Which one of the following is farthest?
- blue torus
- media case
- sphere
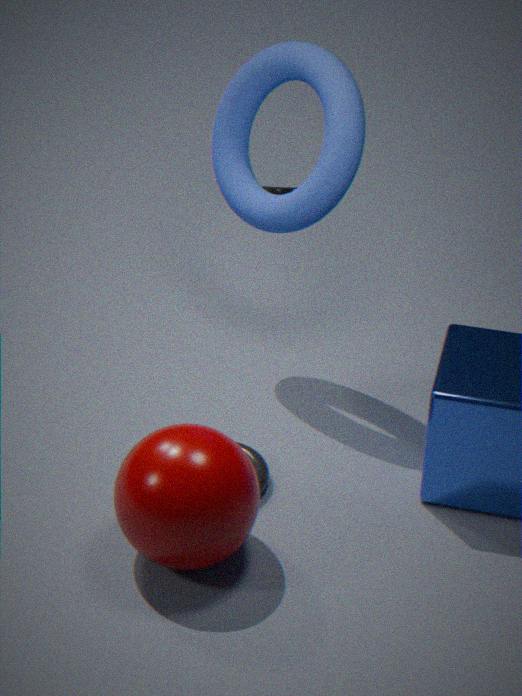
media case
